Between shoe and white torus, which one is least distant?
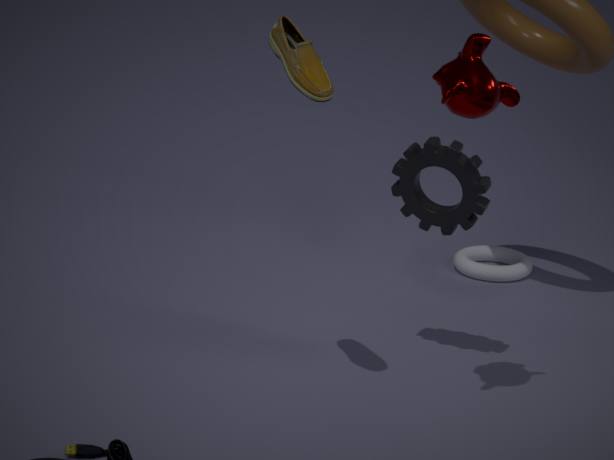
shoe
